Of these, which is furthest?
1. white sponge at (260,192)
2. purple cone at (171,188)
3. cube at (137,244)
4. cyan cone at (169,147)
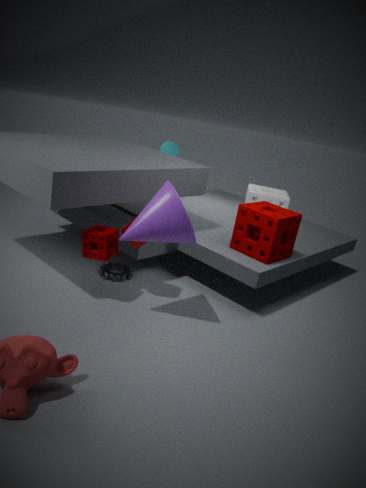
cyan cone at (169,147)
